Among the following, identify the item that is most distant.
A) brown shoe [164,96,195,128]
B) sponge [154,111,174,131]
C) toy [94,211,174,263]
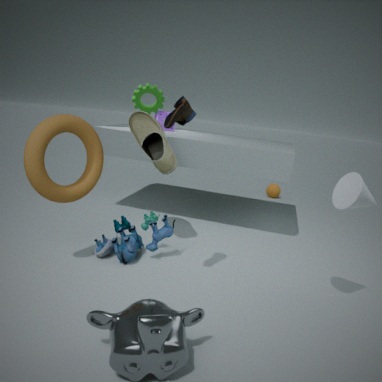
sponge [154,111,174,131]
